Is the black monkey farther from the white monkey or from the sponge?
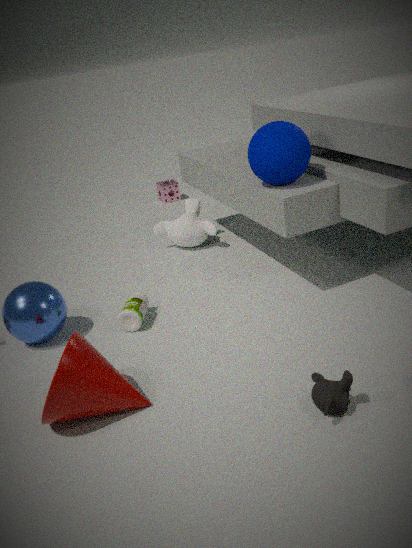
the sponge
